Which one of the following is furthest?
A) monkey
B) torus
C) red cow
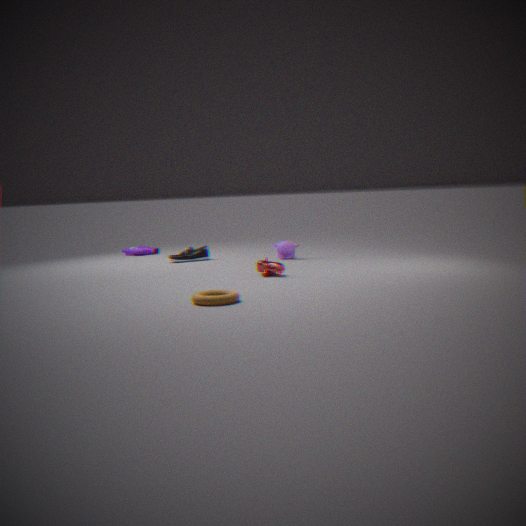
monkey
